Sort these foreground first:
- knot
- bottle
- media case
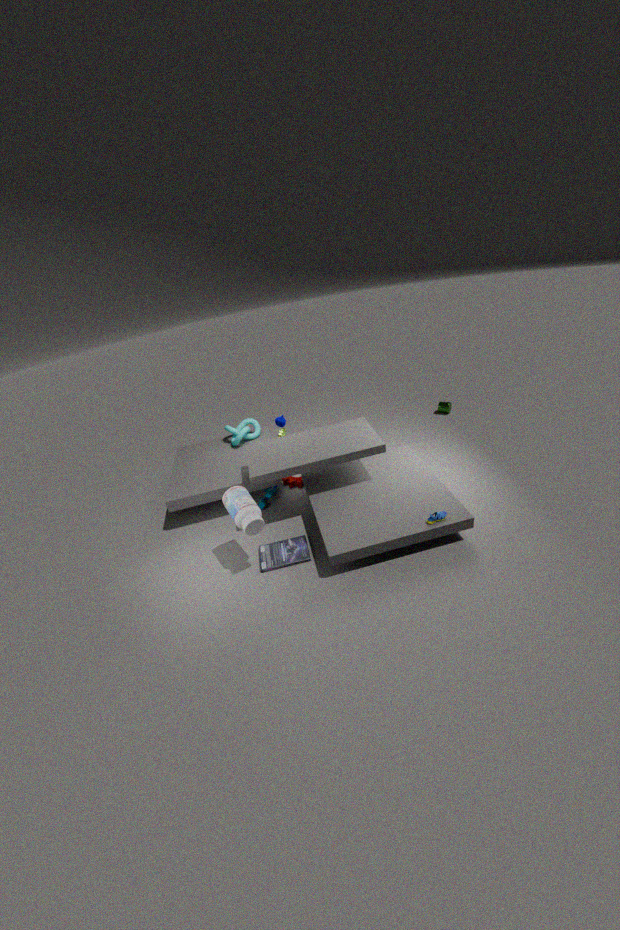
1. bottle
2. media case
3. knot
